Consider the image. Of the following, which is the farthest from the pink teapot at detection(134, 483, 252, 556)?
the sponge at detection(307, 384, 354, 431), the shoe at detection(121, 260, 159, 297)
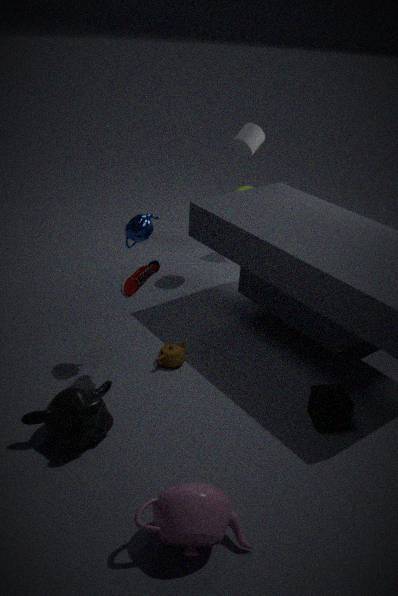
the shoe at detection(121, 260, 159, 297)
